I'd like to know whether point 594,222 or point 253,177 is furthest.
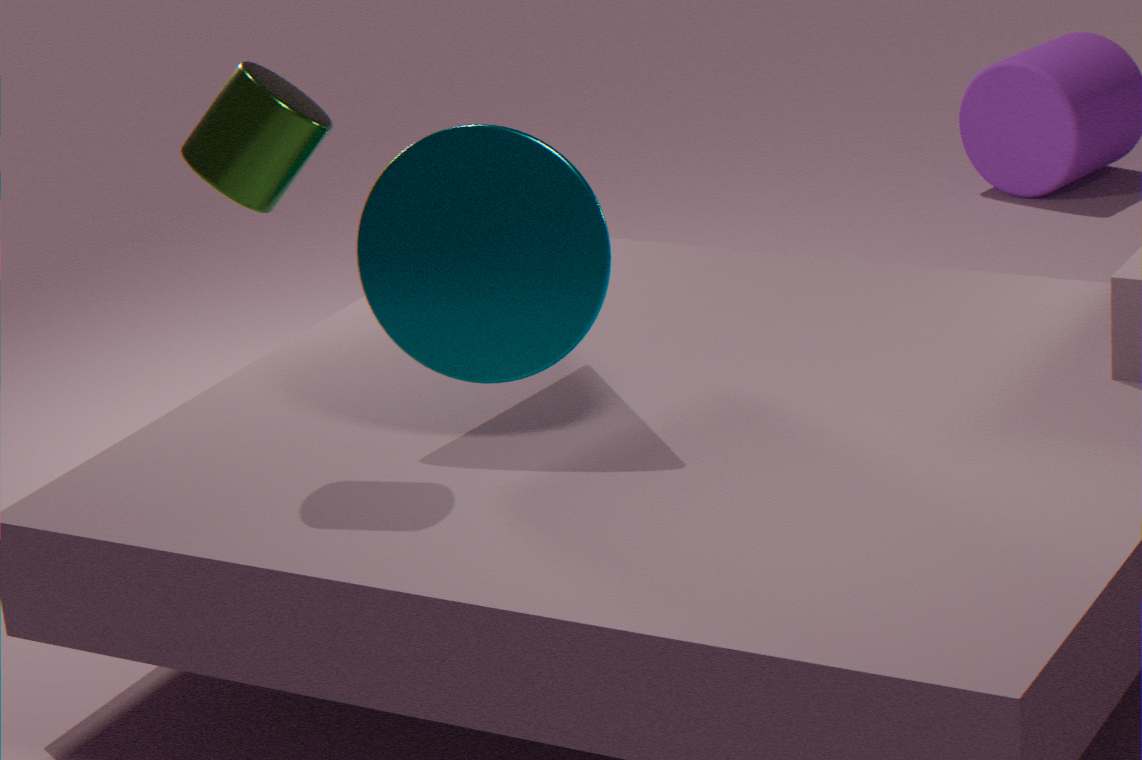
point 594,222
